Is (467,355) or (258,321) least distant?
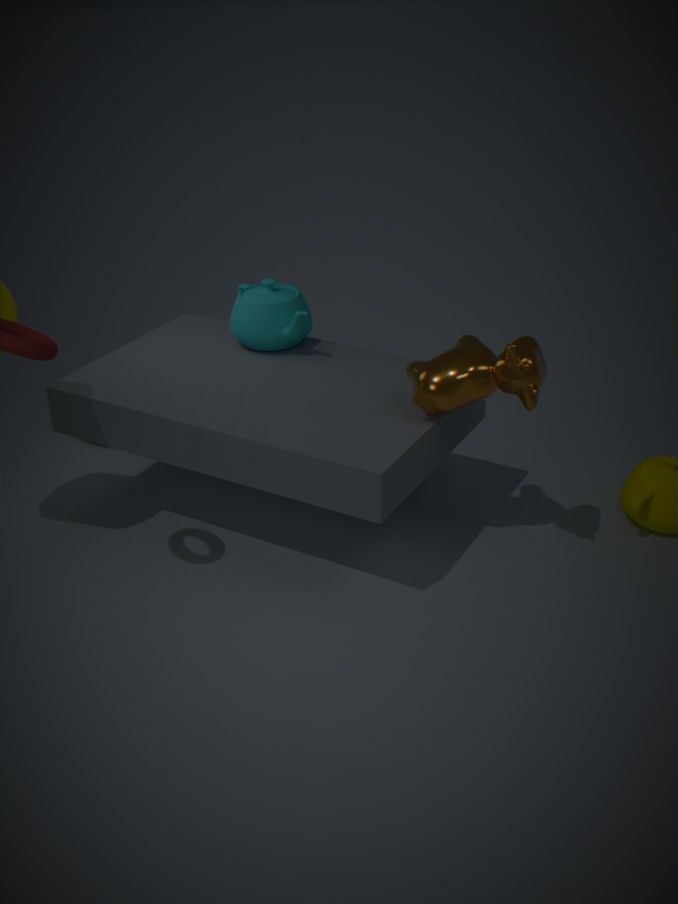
(467,355)
